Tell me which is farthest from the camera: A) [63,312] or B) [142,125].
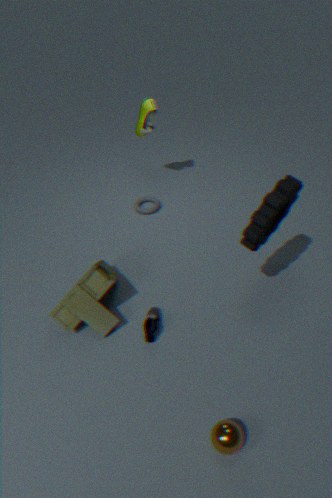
B. [142,125]
